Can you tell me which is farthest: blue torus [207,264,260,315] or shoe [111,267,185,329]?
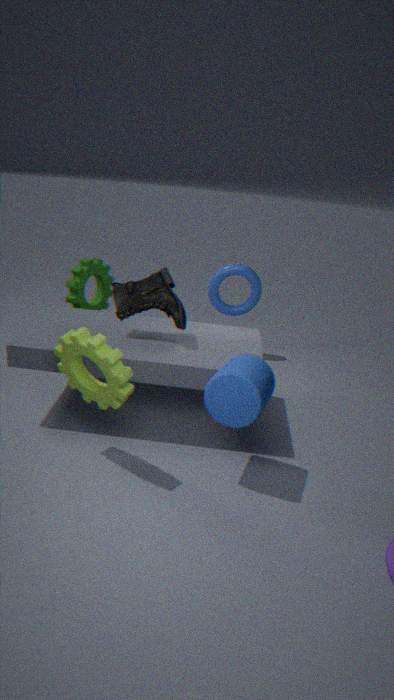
blue torus [207,264,260,315]
